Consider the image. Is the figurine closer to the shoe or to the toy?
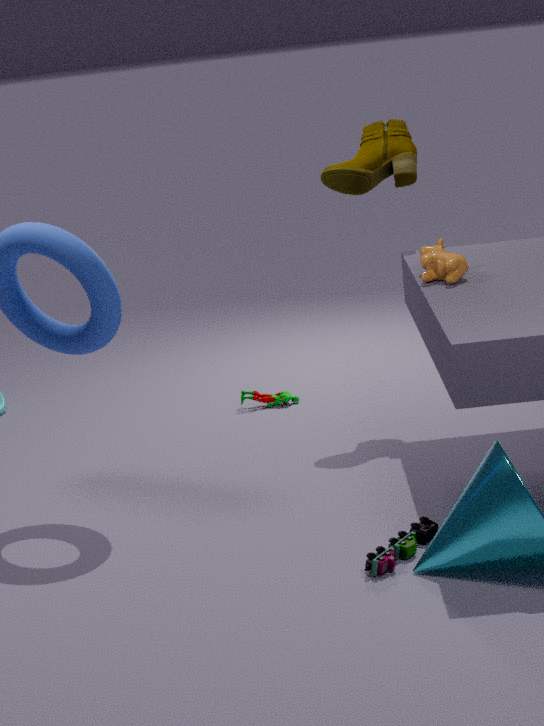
the shoe
